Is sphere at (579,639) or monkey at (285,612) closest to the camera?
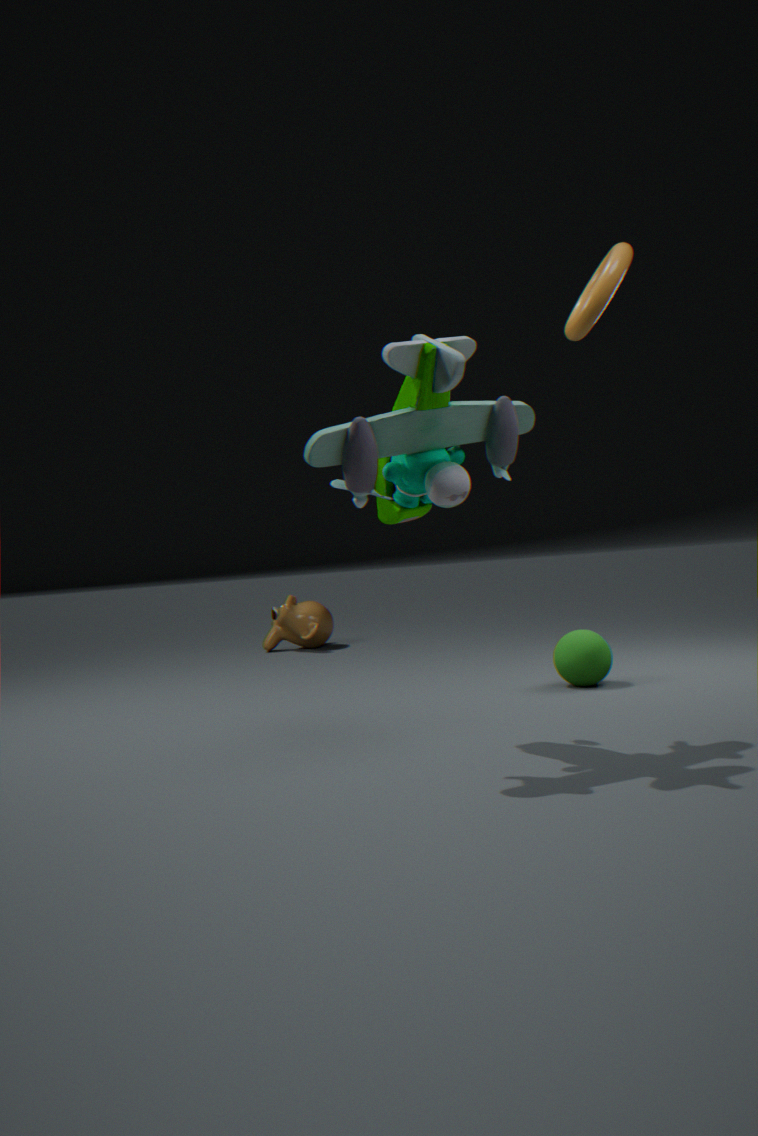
sphere at (579,639)
